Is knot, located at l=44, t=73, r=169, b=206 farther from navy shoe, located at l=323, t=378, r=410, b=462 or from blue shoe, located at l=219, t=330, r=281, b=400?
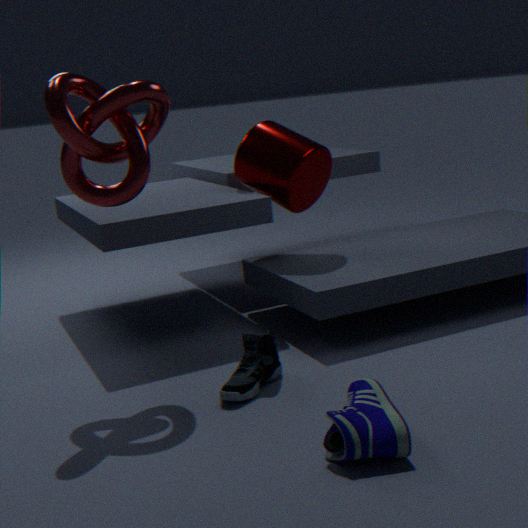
navy shoe, located at l=323, t=378, r=410, b=462
